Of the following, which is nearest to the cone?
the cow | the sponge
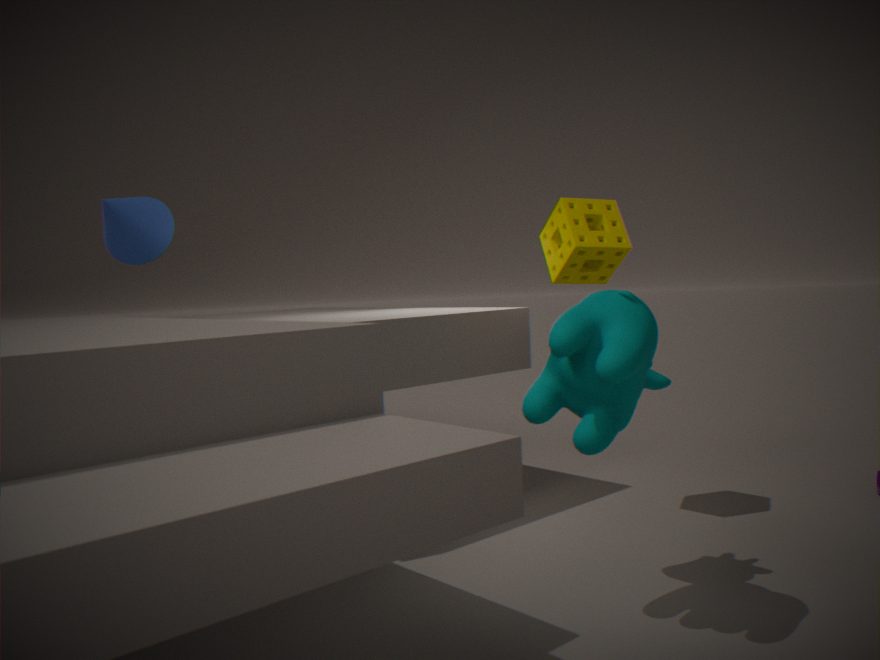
the sponge
